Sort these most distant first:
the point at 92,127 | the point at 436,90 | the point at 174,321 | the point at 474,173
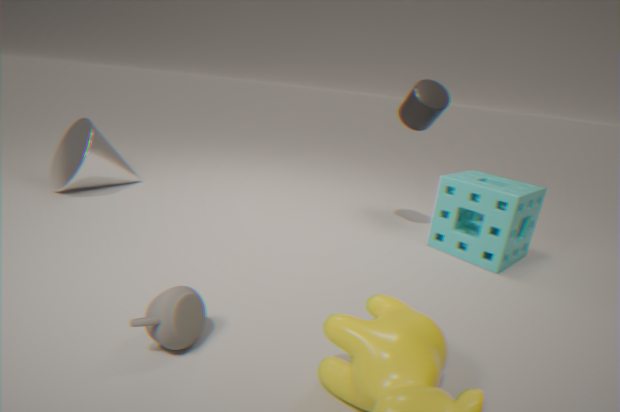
1. the point at 92,127
2. the point at 474,173
3. the point at 436,90
4. the point at 174,321
